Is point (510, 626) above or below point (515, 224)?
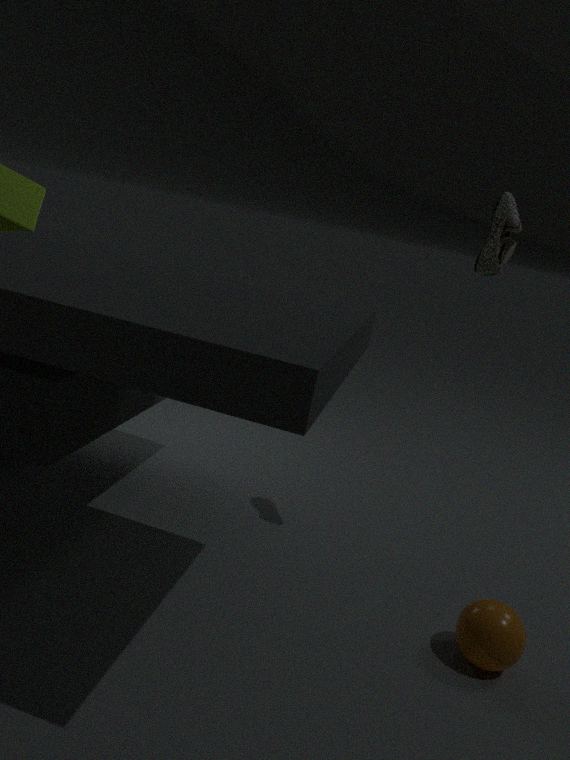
below
